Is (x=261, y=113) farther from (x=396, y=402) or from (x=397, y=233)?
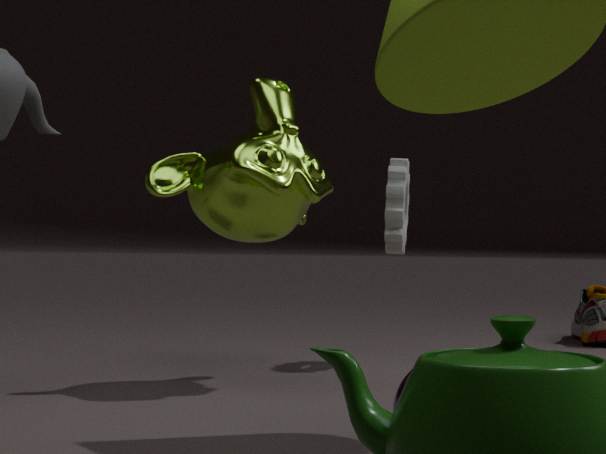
(x=396, y=402)
